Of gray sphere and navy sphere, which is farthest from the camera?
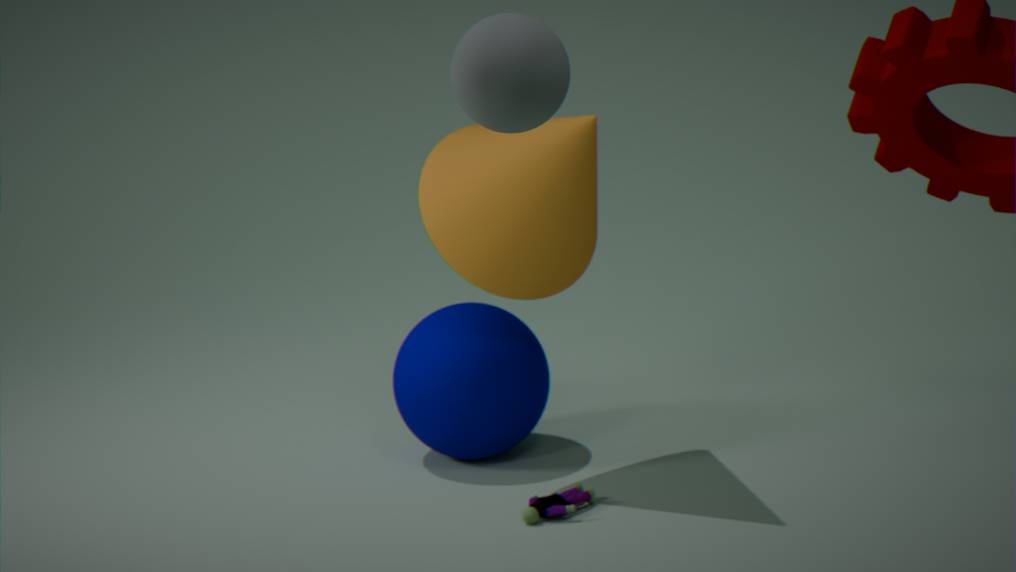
navy sphere
